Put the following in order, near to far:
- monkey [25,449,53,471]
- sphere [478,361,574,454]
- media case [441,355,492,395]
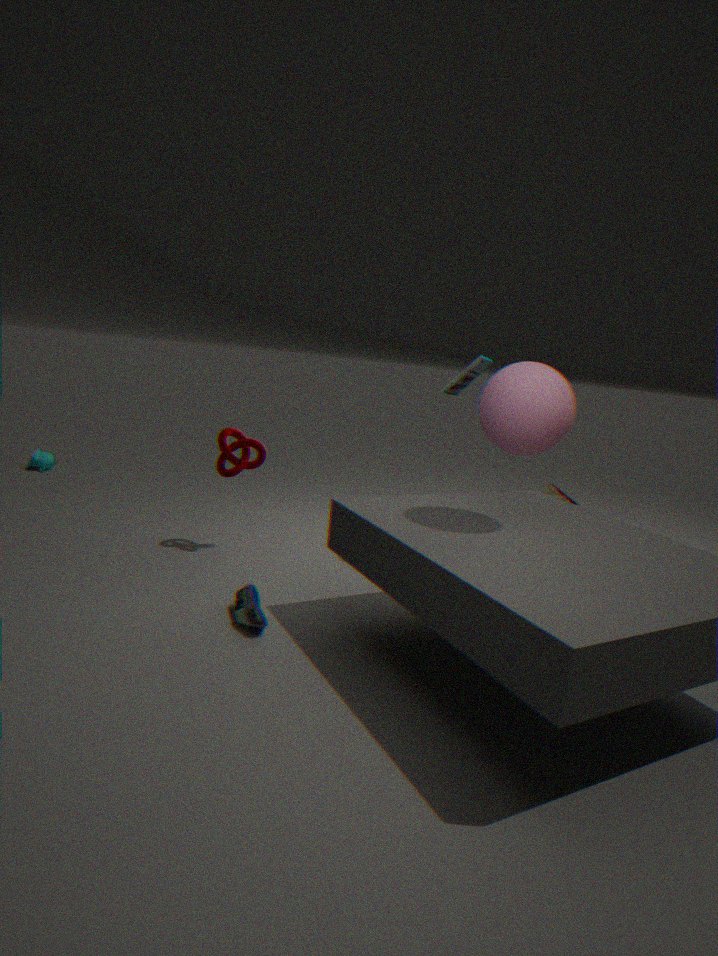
sphere [478,361,574,454]
media case [441,355,492,395]
monkey [25,449,53,471]
